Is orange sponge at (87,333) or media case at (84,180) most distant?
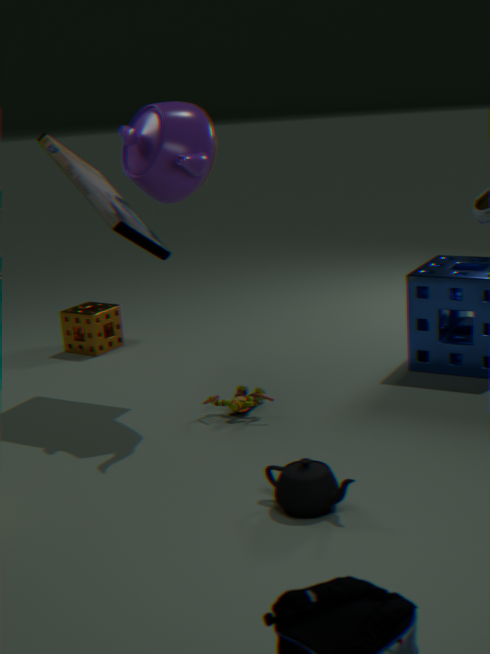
orange sponge at (87,333)
